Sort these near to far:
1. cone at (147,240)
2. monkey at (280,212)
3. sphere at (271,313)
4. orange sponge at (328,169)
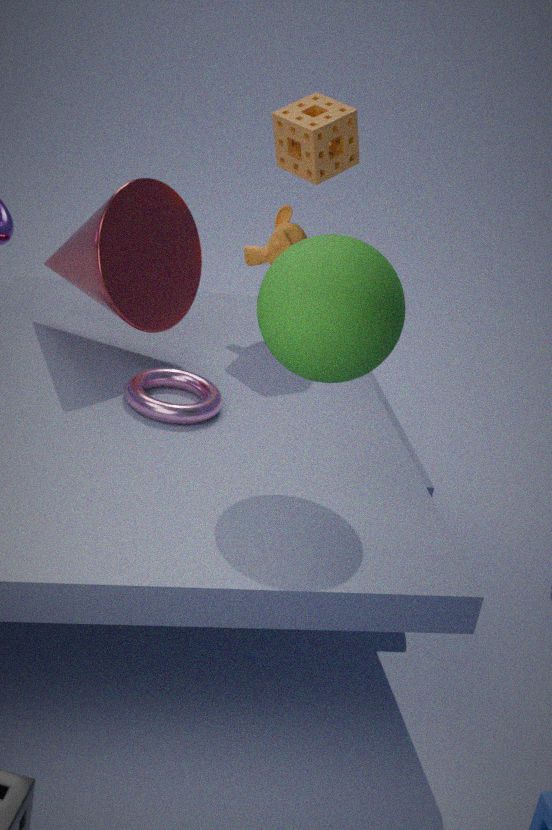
sphere at (271,313) < cone at (147,240) < orange sponge at (328,169) < monkey at (280,212)
